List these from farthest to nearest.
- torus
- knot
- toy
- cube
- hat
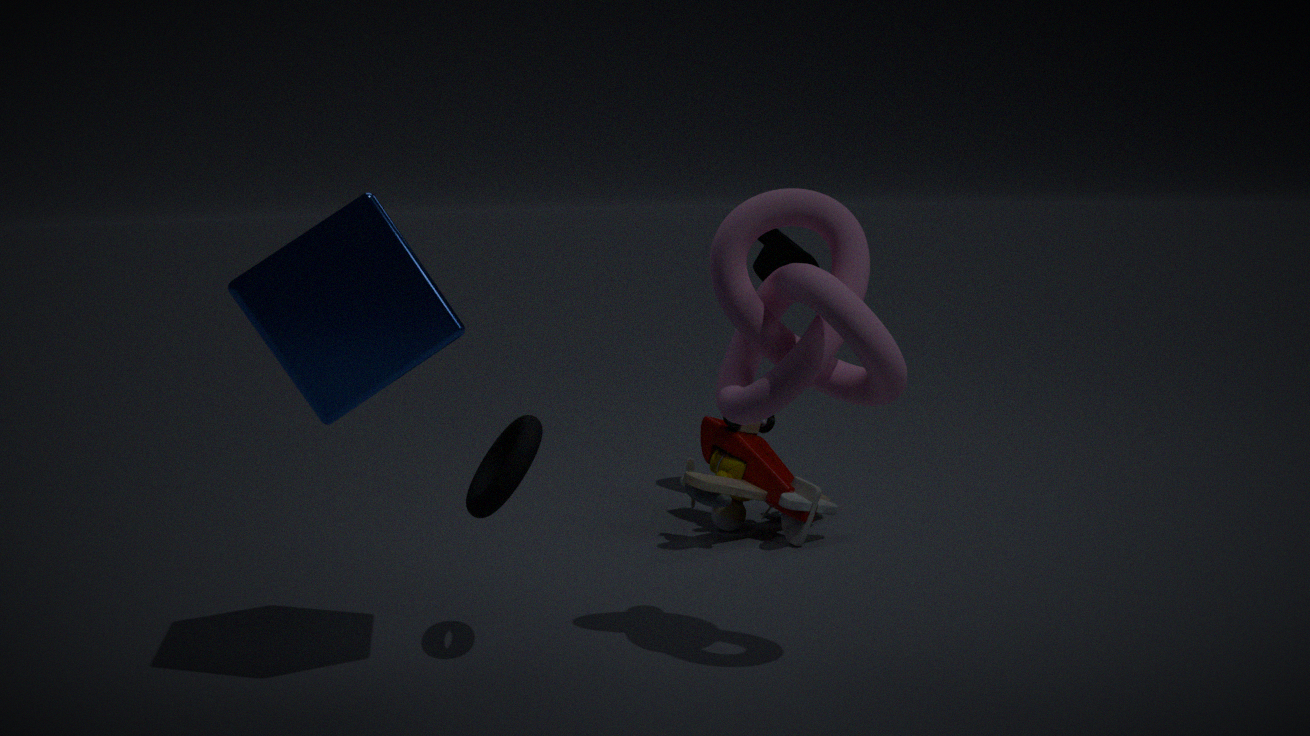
hat, toy, torus, knot, cube
